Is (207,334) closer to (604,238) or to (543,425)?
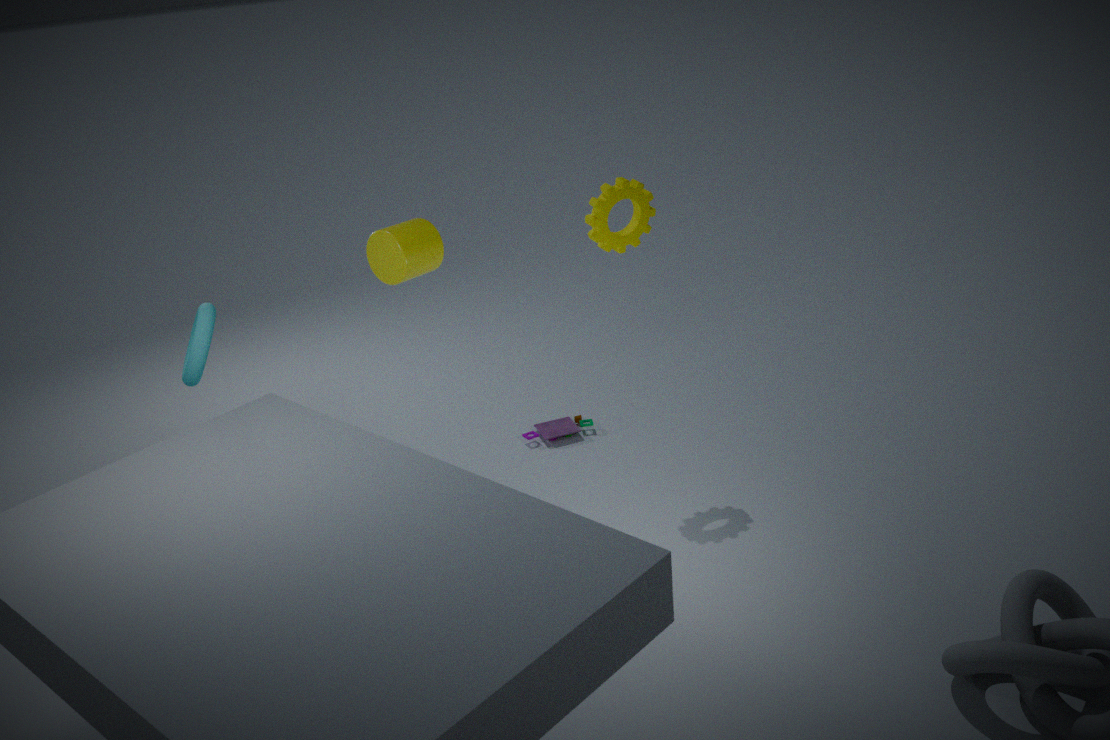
(604,238)
